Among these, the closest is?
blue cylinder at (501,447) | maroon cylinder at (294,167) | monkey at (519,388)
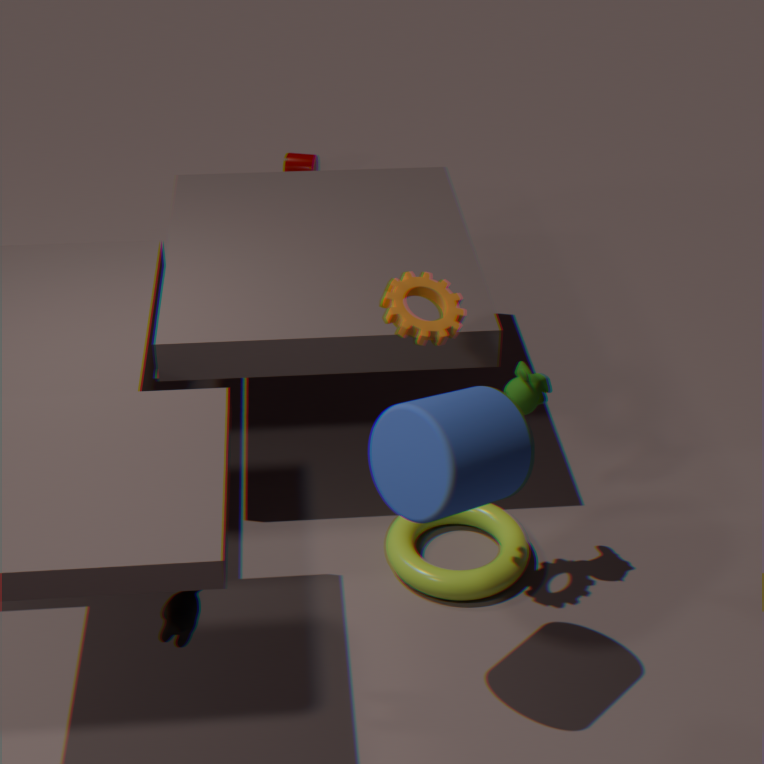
blue cylinder at (501,447)
